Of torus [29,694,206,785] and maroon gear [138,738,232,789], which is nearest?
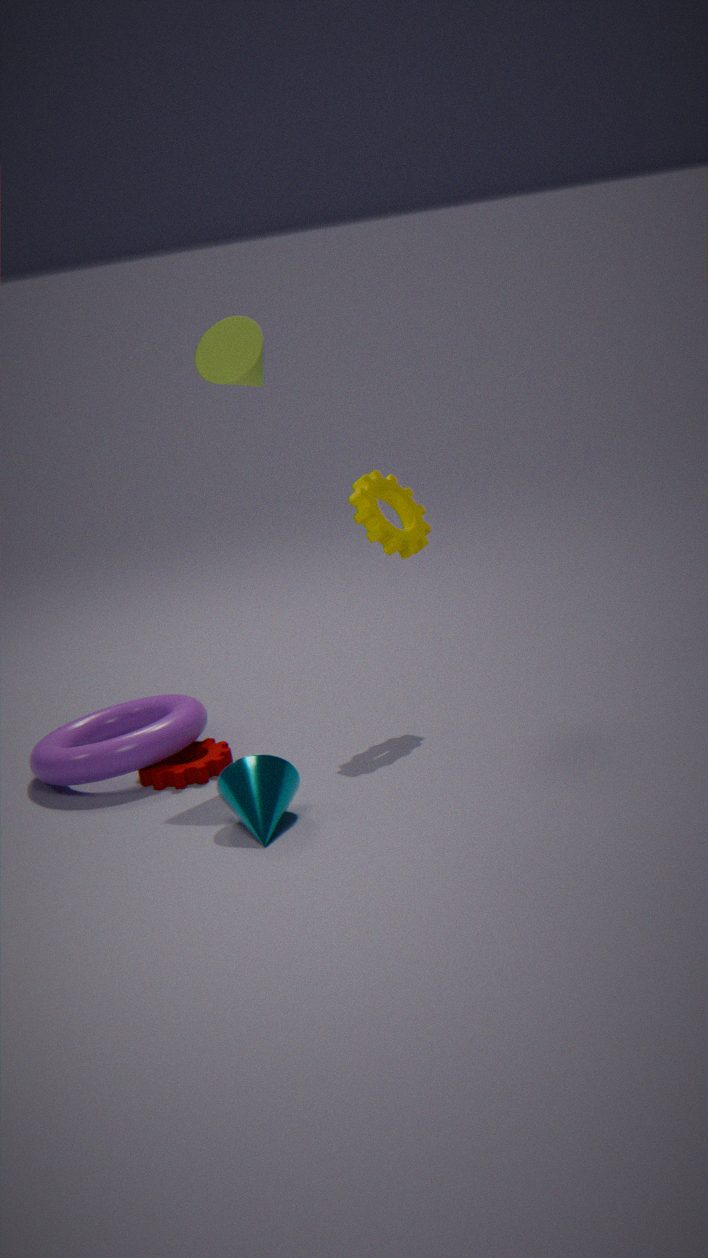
torus [29,694,206,785]
